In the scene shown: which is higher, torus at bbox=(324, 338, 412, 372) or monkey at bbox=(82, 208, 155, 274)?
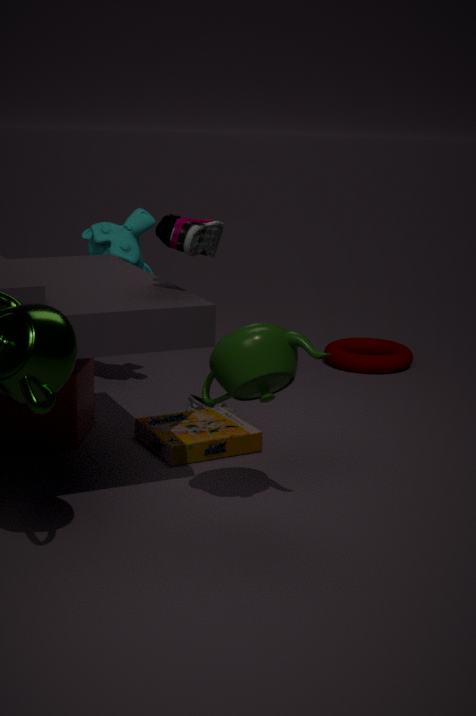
monkey at bbox=(82, 208, 155, 274)
